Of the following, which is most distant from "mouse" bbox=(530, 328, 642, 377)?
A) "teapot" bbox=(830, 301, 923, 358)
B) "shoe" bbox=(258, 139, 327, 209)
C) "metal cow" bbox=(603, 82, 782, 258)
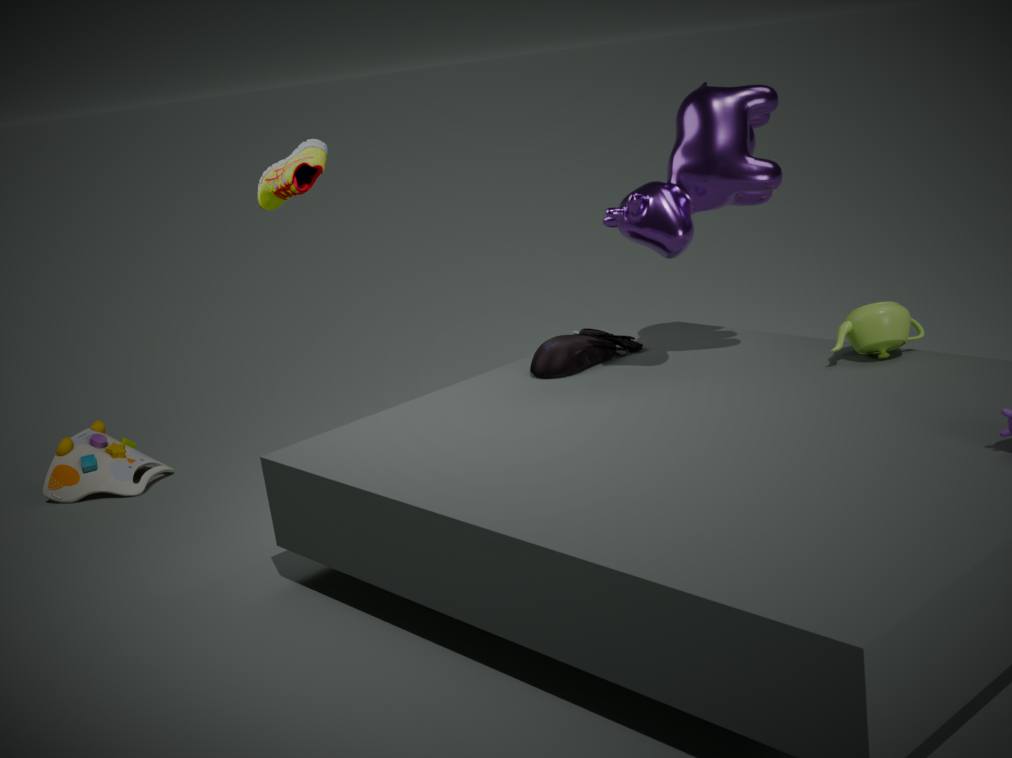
"shoe" bbox=(258, 139, 327, 209)
